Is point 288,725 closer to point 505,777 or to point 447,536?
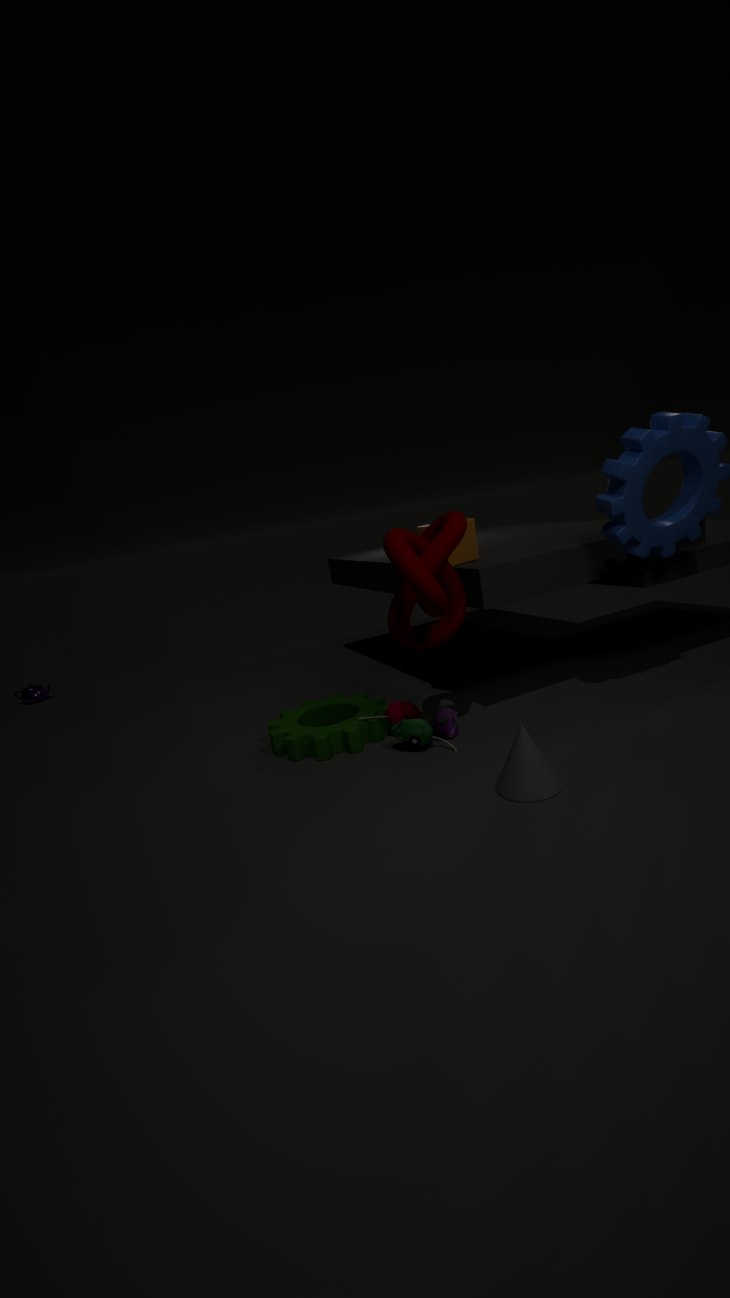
point 447,536
